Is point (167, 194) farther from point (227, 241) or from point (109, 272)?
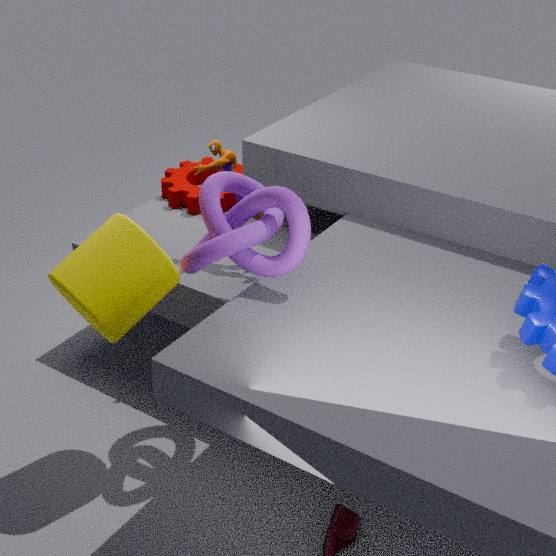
point (109, 272)
